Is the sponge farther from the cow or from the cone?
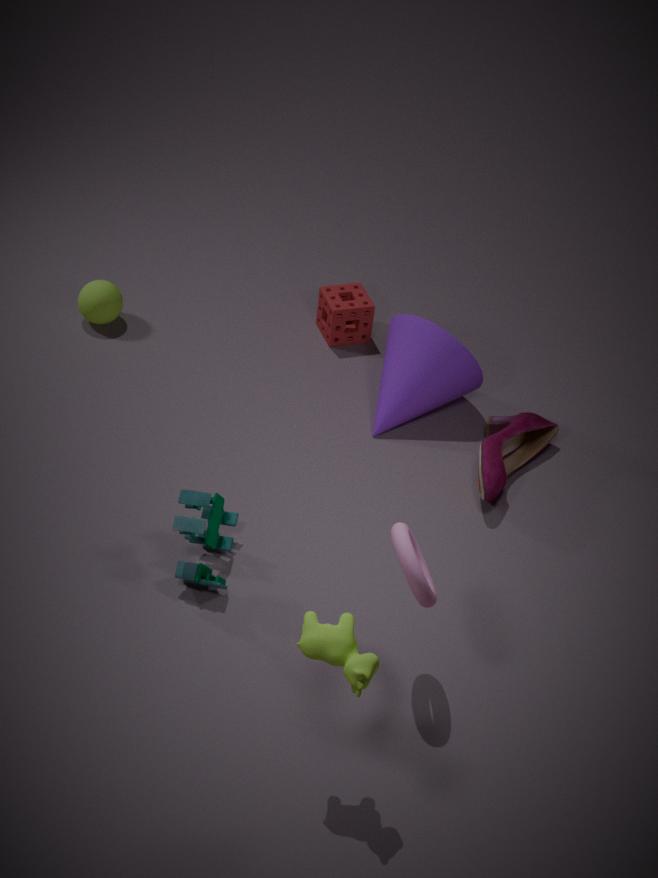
the cow
